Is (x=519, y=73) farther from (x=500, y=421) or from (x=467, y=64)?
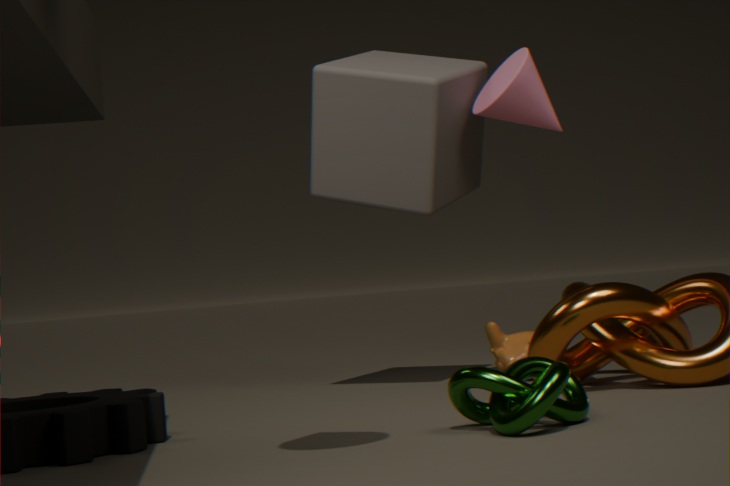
(x=500, y=421)
